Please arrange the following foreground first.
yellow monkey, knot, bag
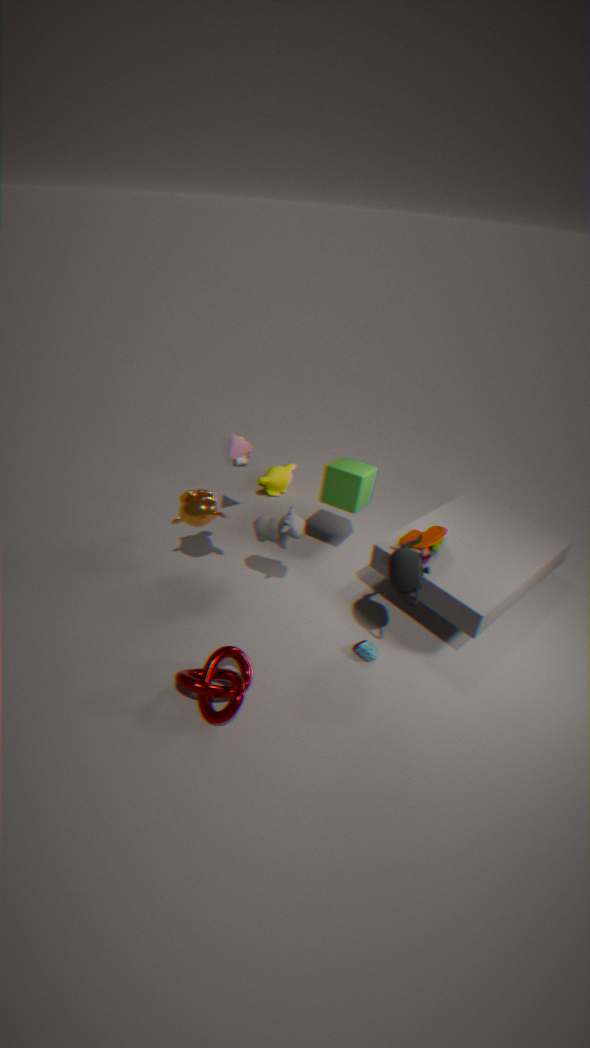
knot, bag, yellow monkey
